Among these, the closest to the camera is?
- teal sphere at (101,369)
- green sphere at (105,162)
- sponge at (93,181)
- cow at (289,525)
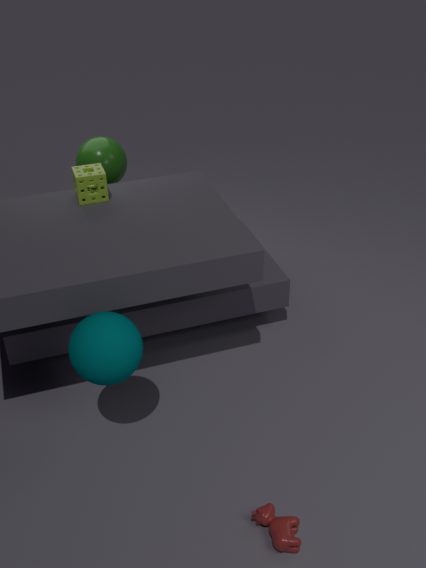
cow at (289,525)
